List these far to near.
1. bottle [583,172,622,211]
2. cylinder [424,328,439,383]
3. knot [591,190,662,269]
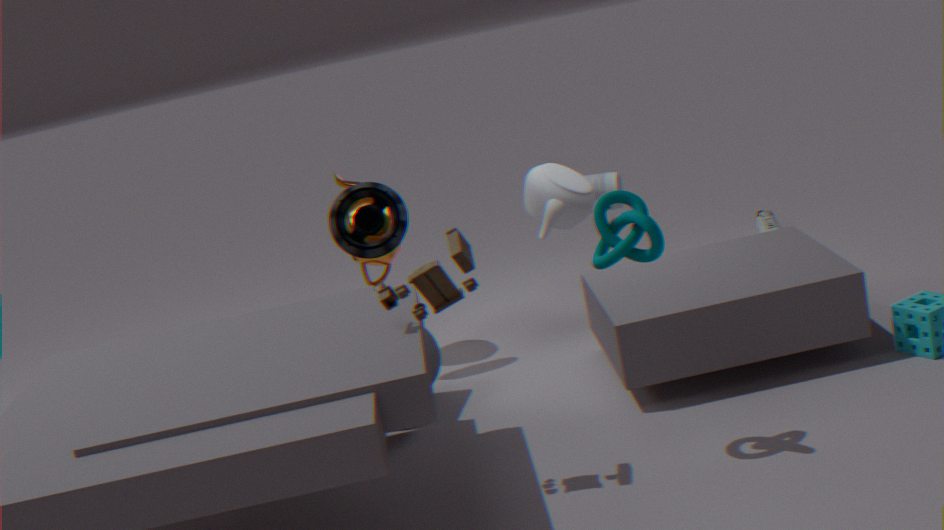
bottle [583,172,622,211]
cylinder [424,328,439,383]
knot [591,190,662,269]
